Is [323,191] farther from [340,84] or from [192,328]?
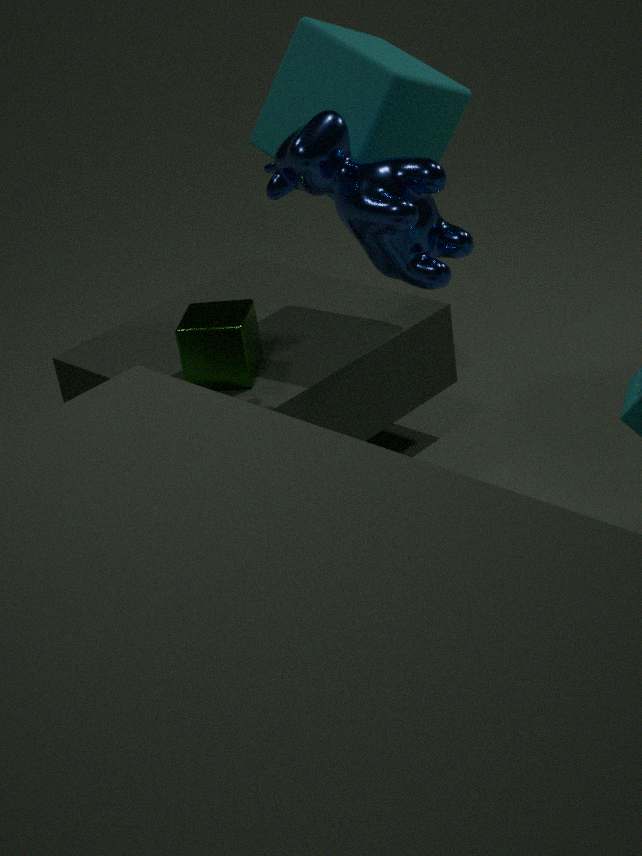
[192,328]
